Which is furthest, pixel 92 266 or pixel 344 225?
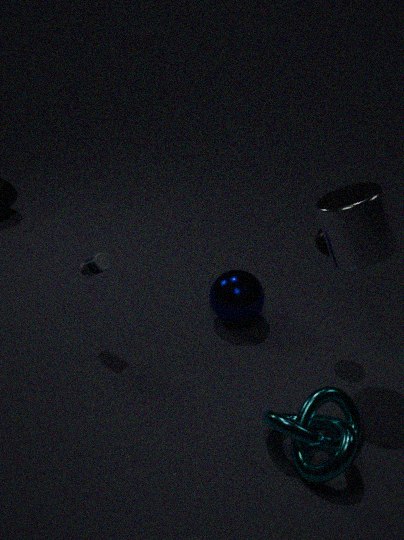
pixel 92 266
